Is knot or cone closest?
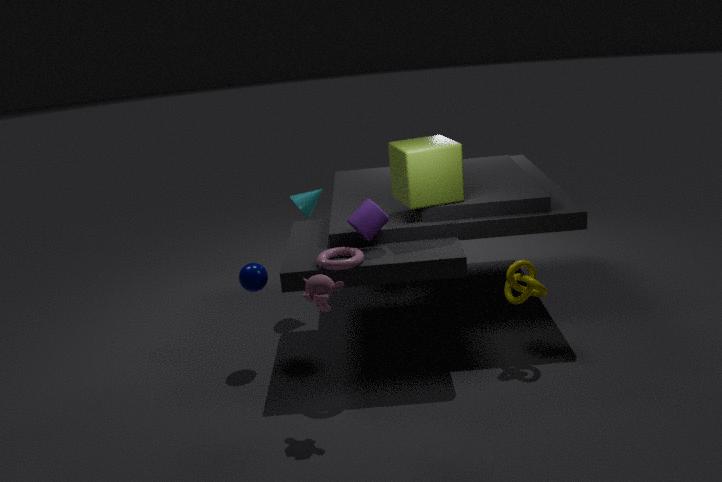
knot
